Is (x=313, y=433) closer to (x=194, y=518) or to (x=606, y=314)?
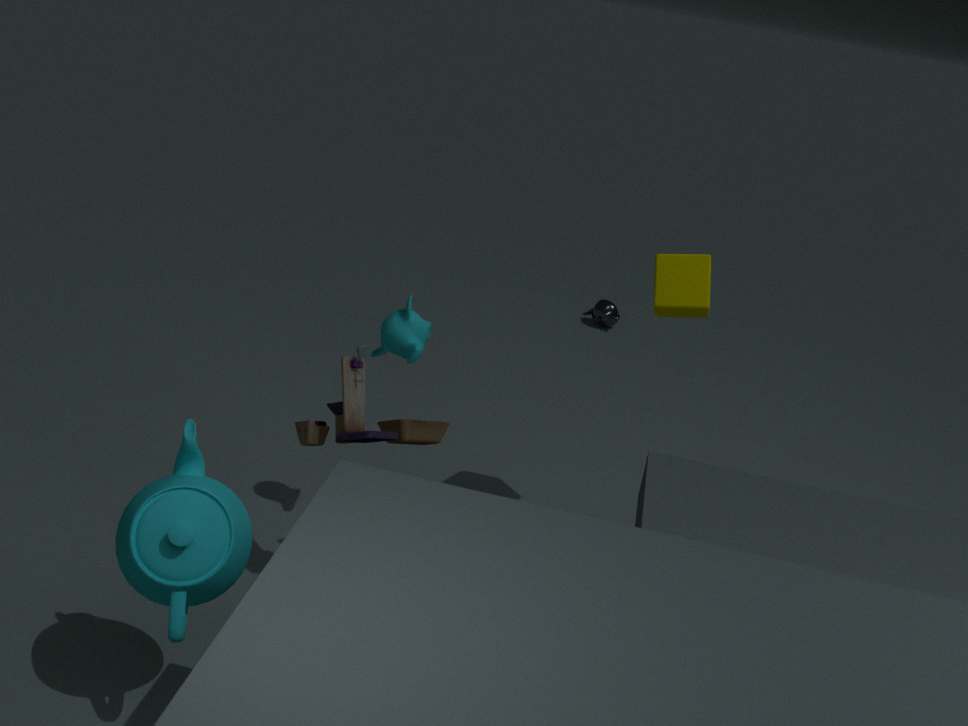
(x=194, y=518)
